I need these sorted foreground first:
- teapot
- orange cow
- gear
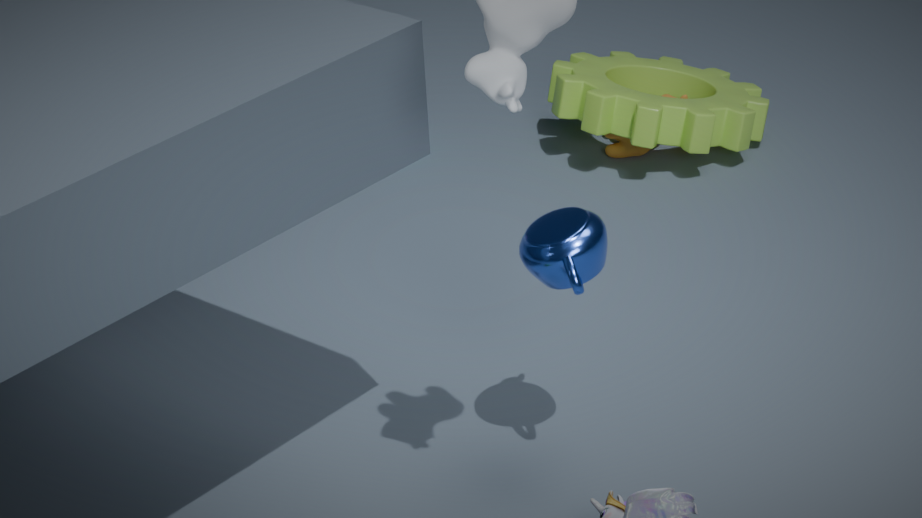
1. teapot
2. gear
3. orange cow
